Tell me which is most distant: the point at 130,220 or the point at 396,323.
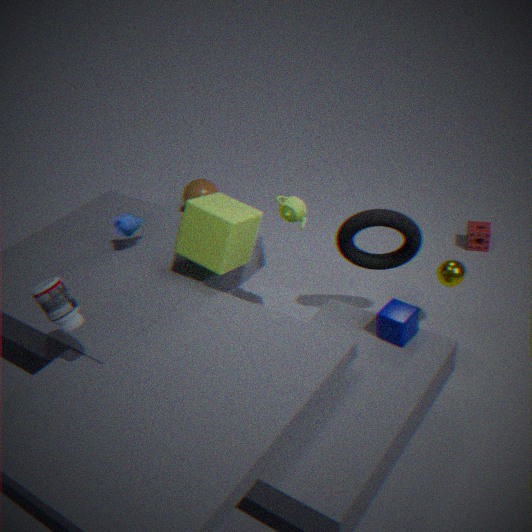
the point at 130,220
